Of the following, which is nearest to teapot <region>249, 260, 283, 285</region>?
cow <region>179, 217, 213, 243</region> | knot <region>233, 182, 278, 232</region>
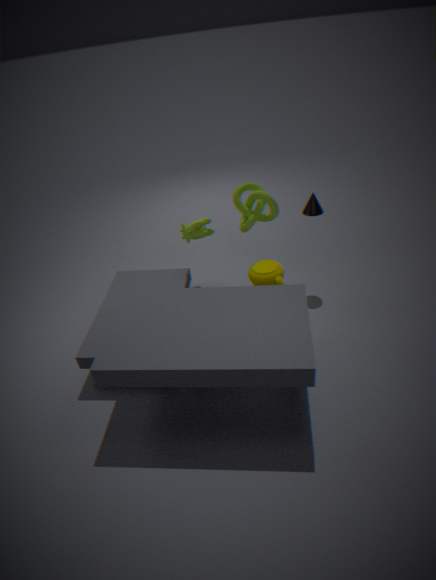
knot <region>233, 182, 278, 232</region>
